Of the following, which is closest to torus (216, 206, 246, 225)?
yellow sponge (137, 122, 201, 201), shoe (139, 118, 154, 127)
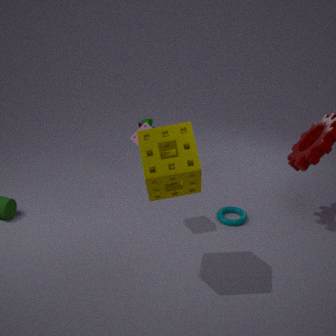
shoe (139, 118, 154, 127)
